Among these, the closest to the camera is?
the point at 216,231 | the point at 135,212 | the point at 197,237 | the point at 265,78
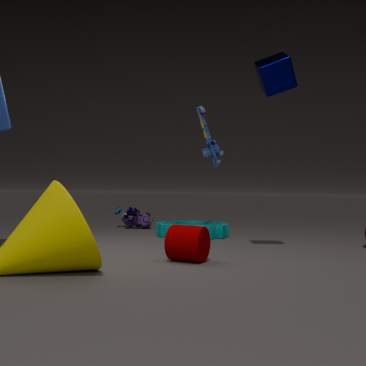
the point at 197,237
